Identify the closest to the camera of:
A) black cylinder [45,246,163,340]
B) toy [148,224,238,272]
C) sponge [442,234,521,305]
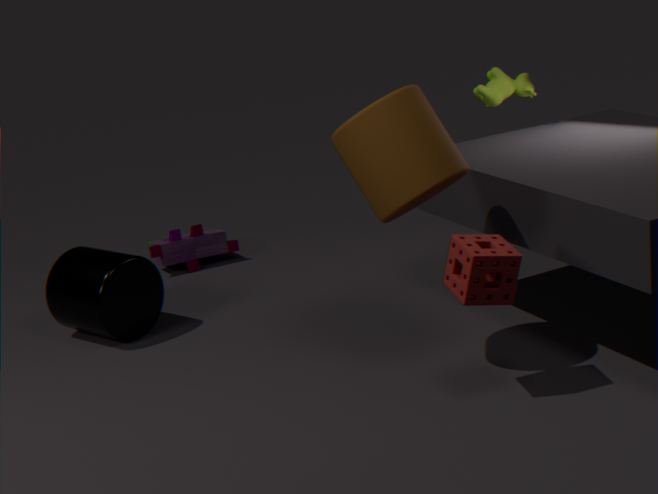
sponge [442,234,521,305]
